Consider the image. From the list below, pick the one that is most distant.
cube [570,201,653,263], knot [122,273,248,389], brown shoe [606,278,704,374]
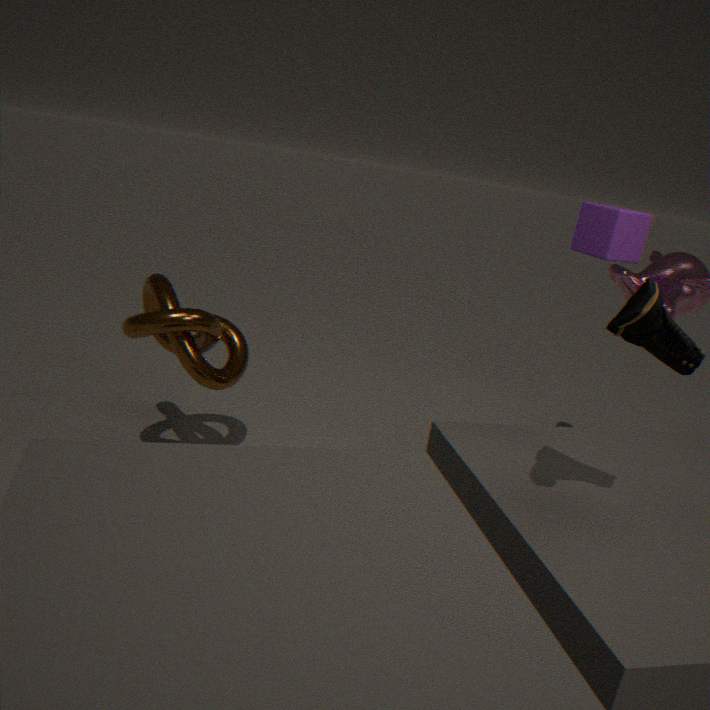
knot [122,273,248,389]
